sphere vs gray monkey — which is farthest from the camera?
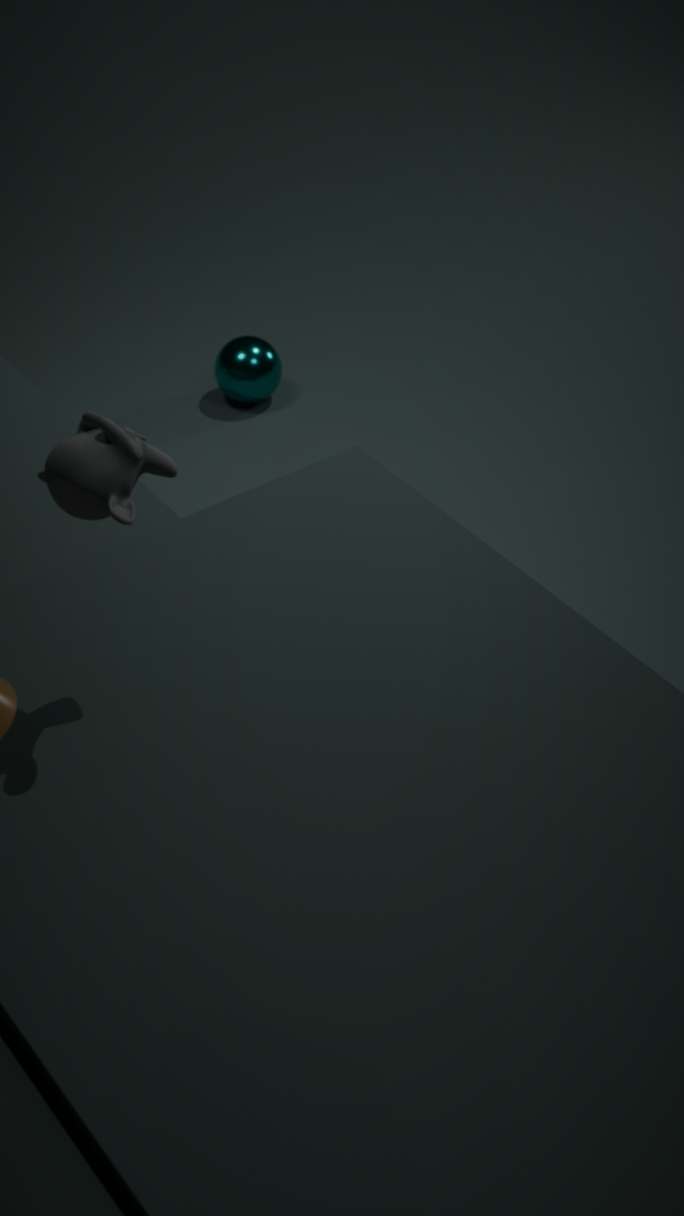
sphere
